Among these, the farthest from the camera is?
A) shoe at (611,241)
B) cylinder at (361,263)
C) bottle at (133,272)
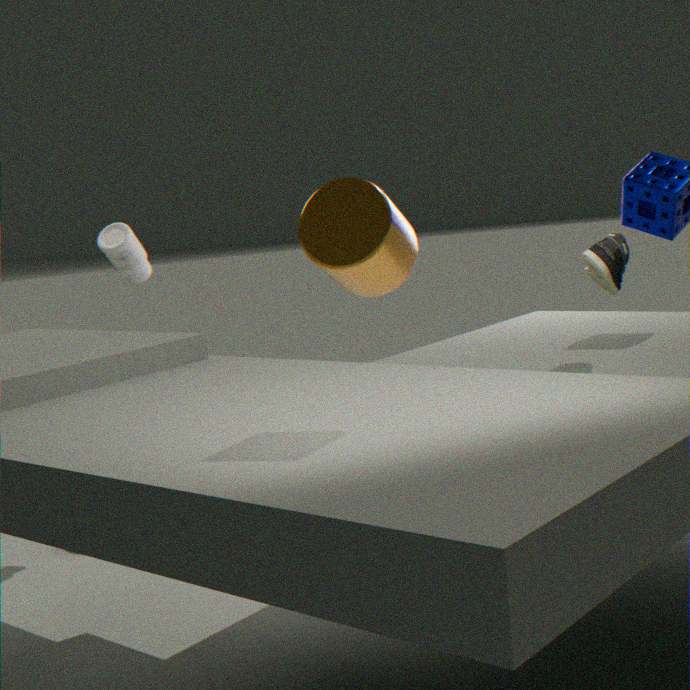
bottle at (133,272)
